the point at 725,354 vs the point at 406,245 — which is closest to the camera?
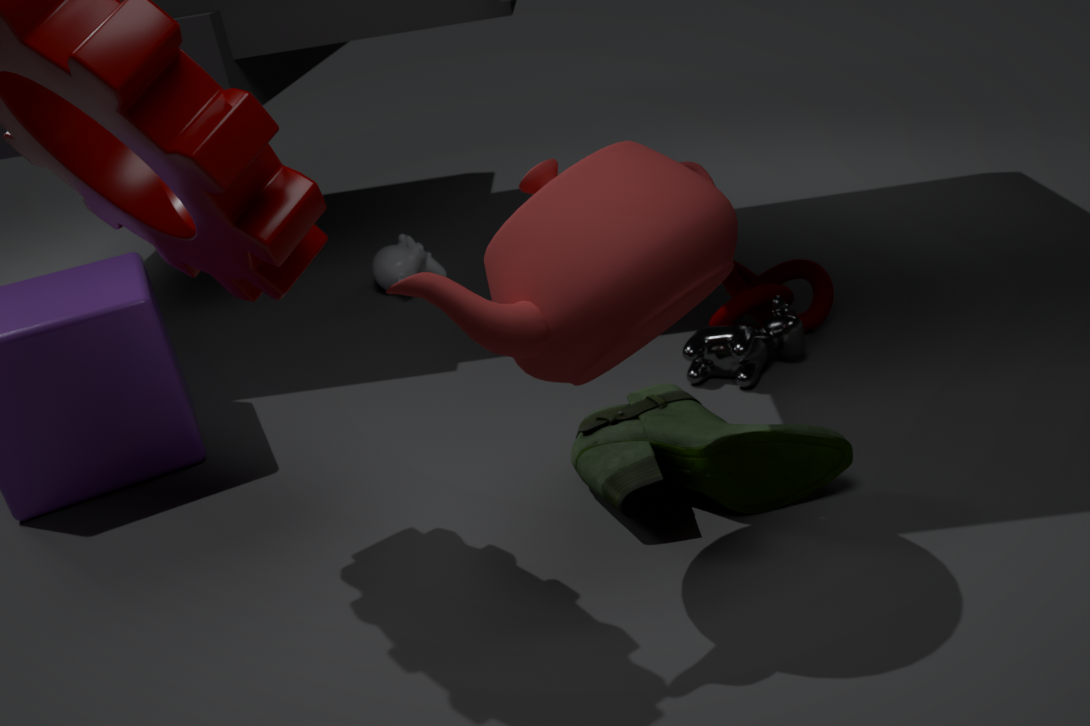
the point at 725,354
